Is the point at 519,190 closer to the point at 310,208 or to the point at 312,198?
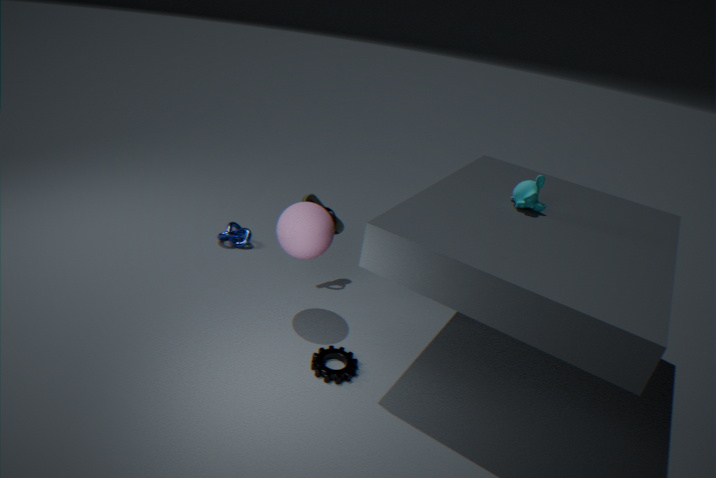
the point at 310,208
